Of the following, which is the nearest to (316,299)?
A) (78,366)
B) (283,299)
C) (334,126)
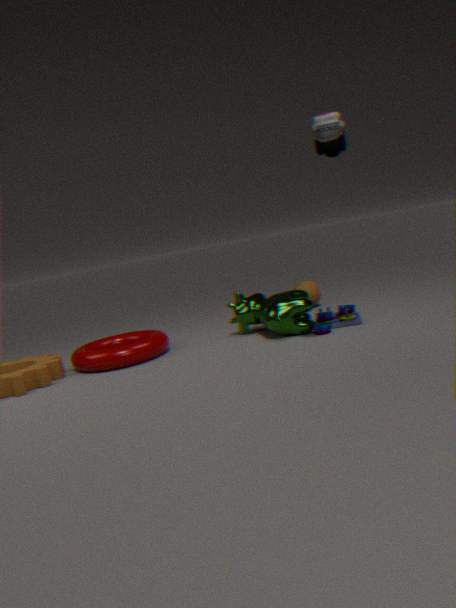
(283,299)
